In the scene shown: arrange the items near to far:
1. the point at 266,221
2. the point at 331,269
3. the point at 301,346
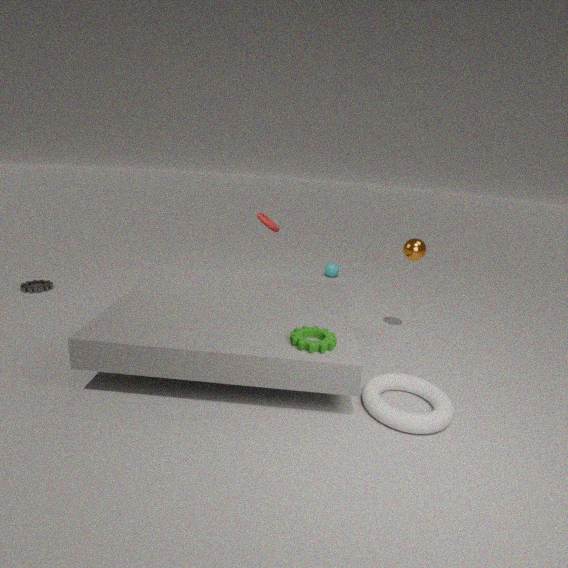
the point at 301,346 < the point at 266,221 < the point at 331,269
